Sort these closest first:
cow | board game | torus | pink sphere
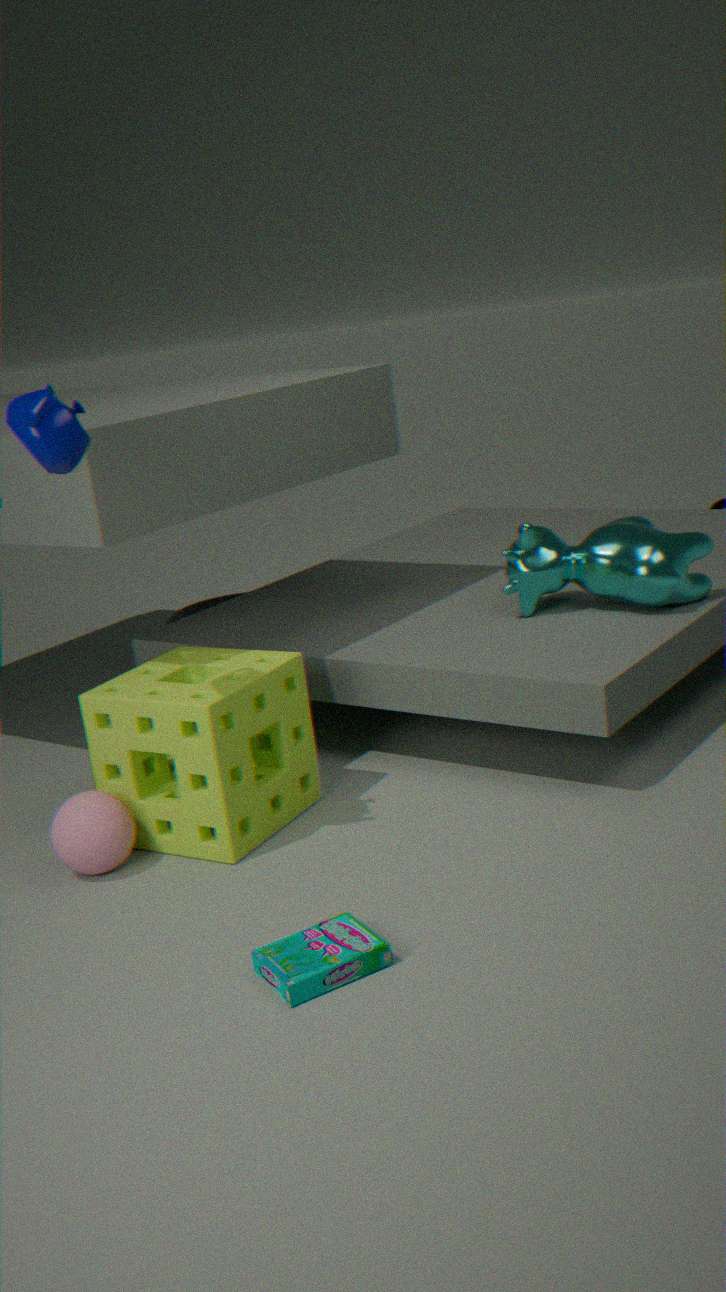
1. board game
2. pink sphere
3. cow
4. torus
